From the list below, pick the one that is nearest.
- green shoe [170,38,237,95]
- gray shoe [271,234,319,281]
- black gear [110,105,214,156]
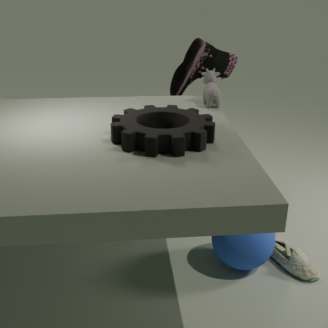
black gear [110,105,214,156]
